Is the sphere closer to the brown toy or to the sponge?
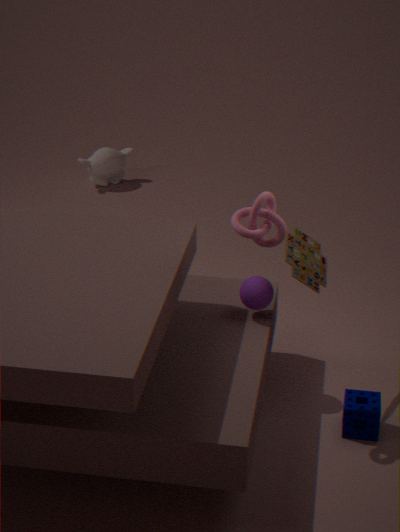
the brown toy
